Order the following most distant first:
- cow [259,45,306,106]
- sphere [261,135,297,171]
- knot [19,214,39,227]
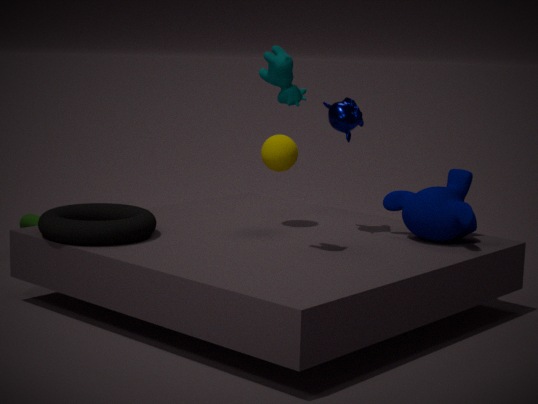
knot [19,214,39,227] < sphere [261,135,297,171] < cow [259,45,306,106]
